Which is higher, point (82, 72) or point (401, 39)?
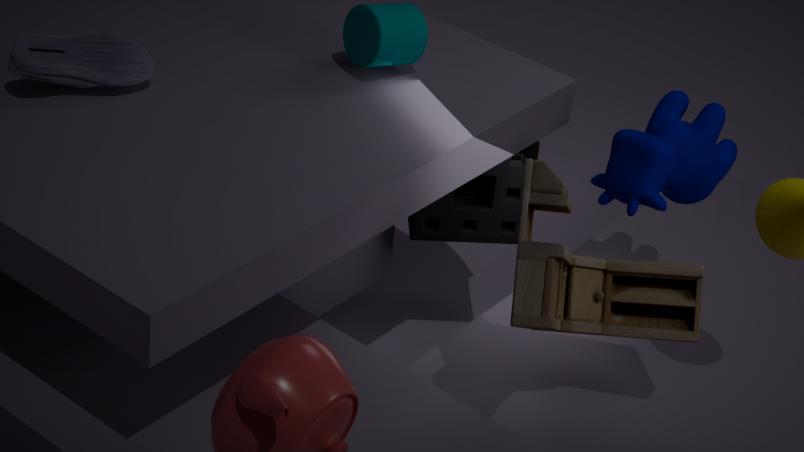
point (401, 39)
